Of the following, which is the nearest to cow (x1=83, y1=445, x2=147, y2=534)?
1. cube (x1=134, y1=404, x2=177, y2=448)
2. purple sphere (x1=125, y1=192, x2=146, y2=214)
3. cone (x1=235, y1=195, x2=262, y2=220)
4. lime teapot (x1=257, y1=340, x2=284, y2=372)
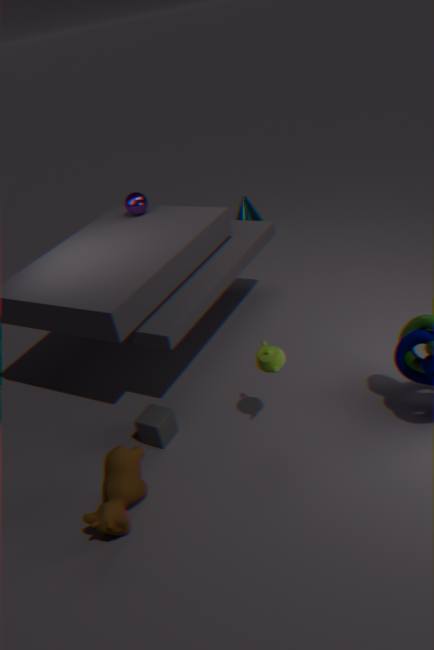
cube (x1=134, y1=404, x2=177, y2=448)
